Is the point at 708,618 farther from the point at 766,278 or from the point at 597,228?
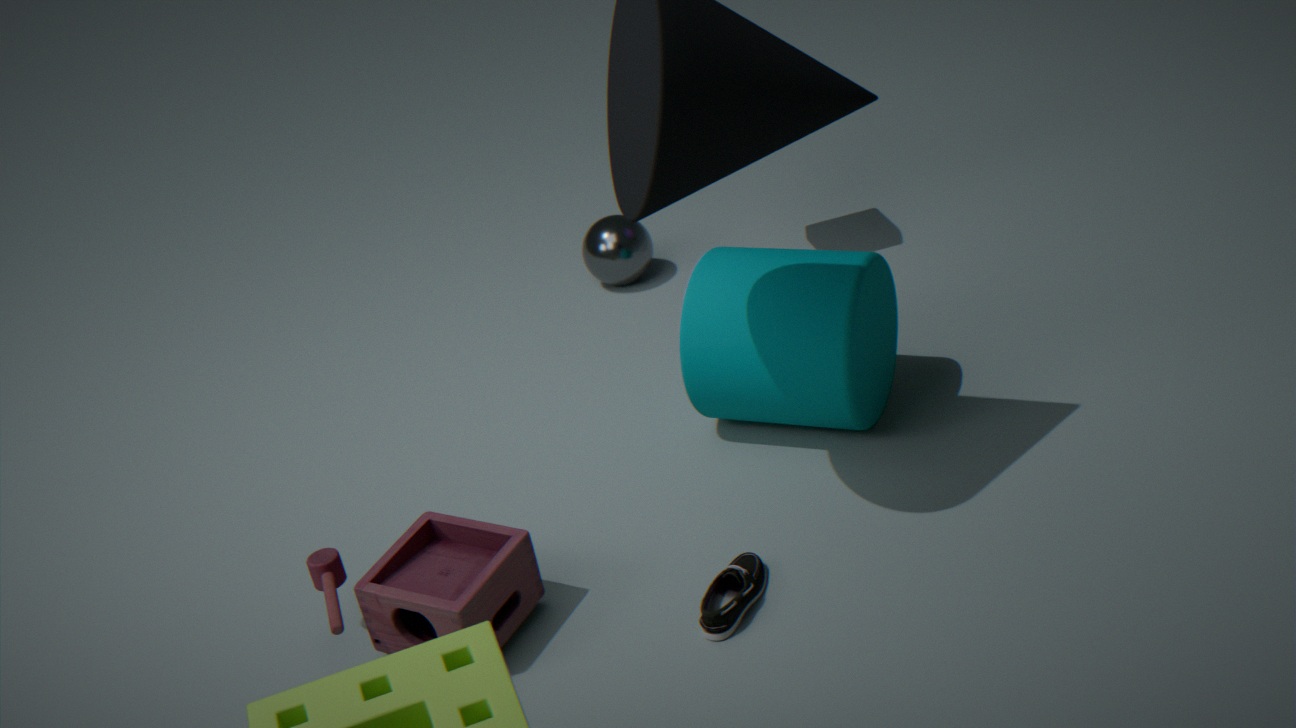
the point at 597,228
